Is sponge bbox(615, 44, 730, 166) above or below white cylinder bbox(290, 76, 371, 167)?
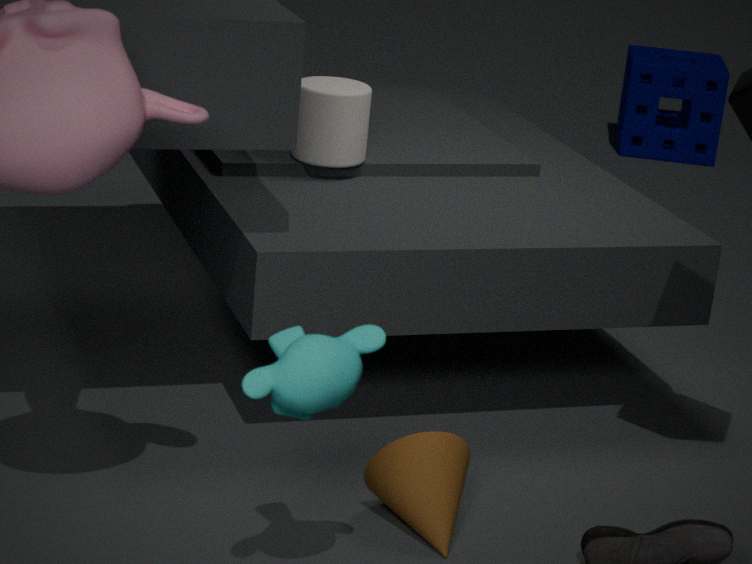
below
